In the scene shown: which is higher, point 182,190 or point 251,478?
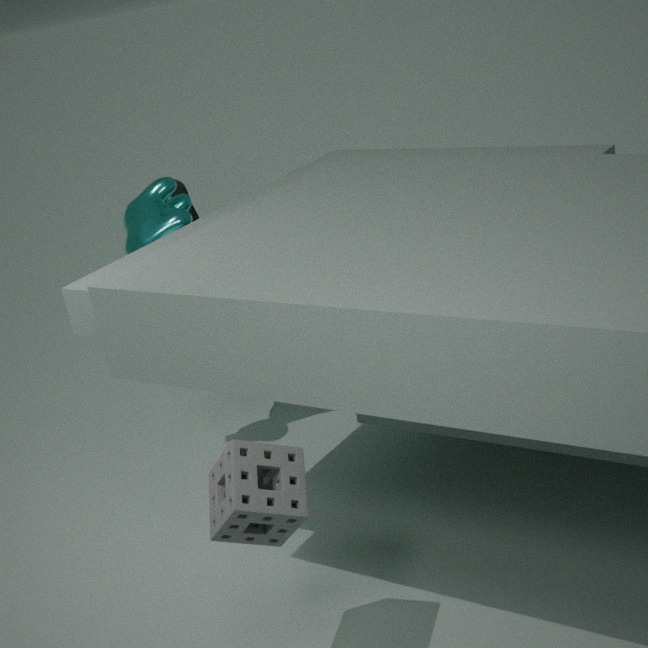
point 182,190
